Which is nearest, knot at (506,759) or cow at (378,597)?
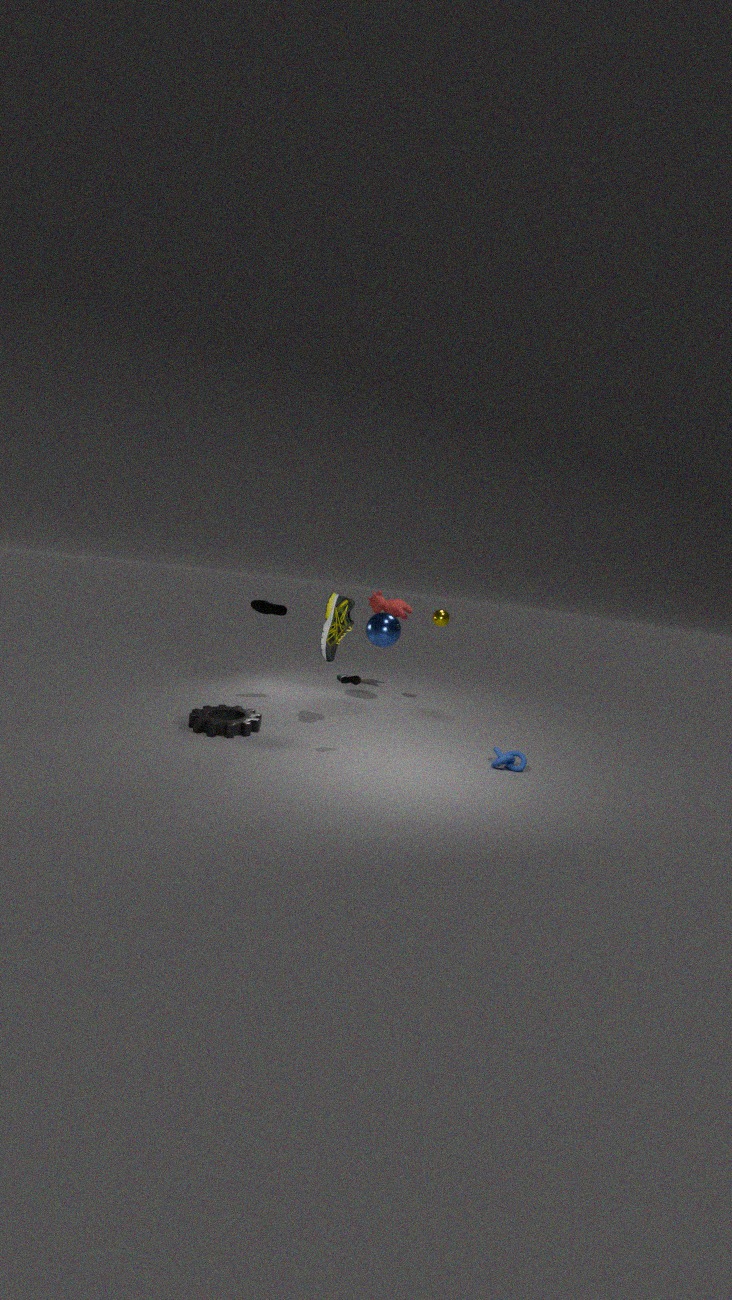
knot at (506,759)
